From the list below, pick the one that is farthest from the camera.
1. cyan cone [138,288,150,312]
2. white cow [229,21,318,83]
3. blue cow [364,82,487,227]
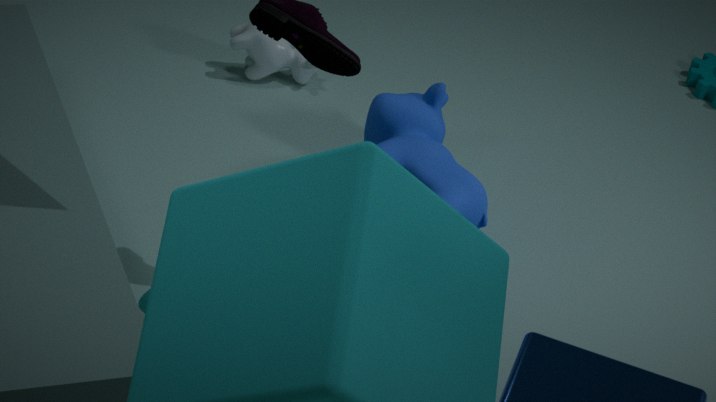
white cow [229,21,318,83]
